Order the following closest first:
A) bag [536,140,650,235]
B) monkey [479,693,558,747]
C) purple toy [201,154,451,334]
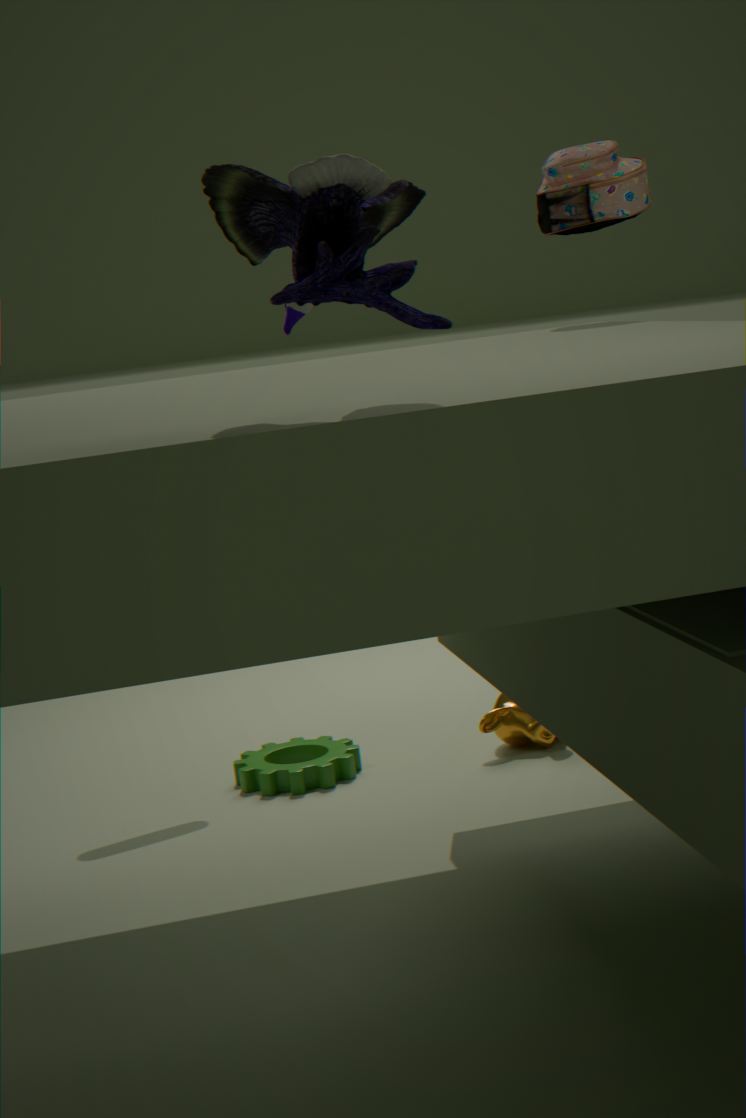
purple toy [201,154,451,334] < bag [536,140,650,235] < monkey [479,693,558,747]
